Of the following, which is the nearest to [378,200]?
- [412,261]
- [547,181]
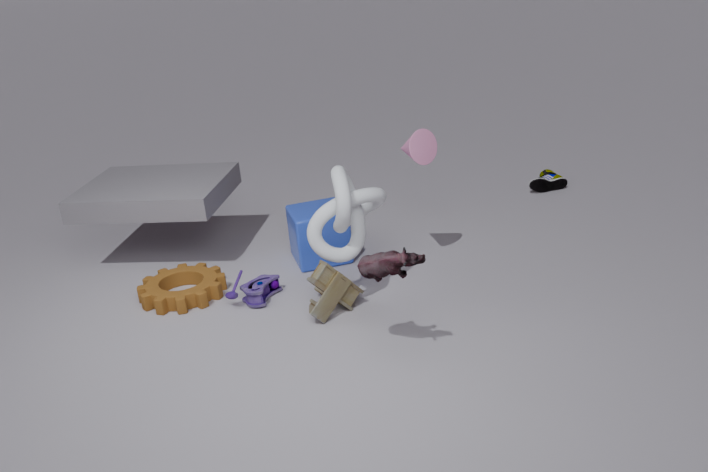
[412,261]
